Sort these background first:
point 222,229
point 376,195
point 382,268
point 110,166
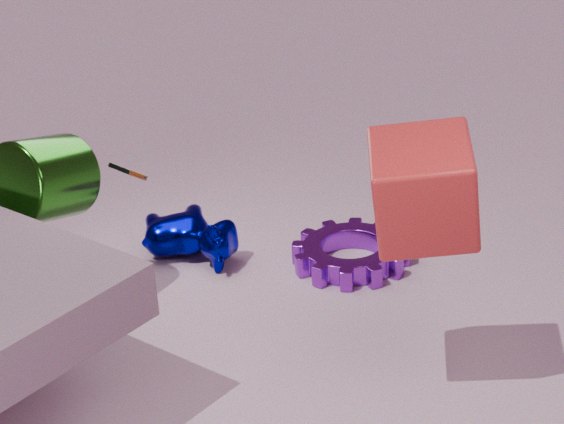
point 222,229
point 110,166
point 382,268
point 376,195
